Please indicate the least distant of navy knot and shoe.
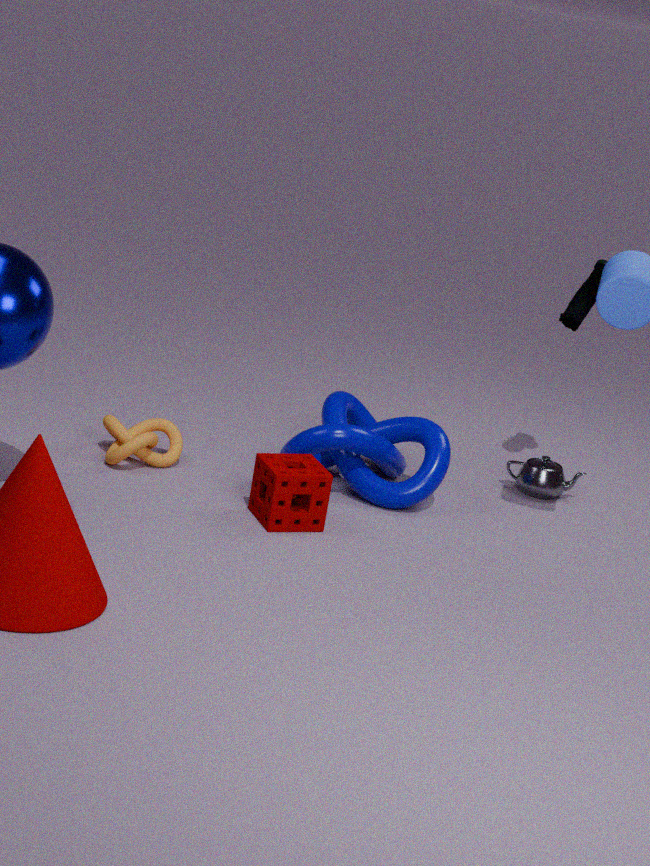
navy knot
